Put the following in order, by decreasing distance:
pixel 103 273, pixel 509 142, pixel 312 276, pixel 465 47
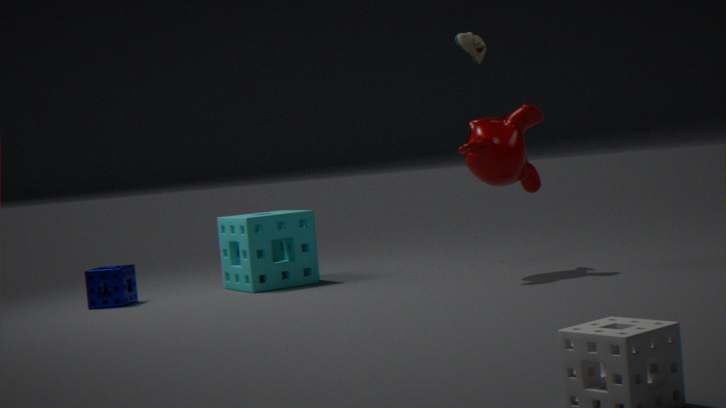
pixel 312 276 → pixel 103 273 → pixel 465 47 → pixel 509 142
